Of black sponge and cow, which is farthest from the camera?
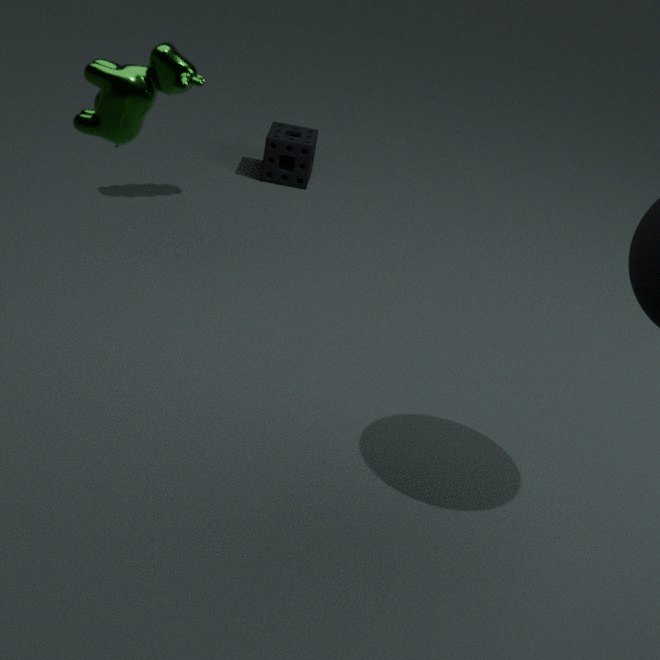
black sponge
